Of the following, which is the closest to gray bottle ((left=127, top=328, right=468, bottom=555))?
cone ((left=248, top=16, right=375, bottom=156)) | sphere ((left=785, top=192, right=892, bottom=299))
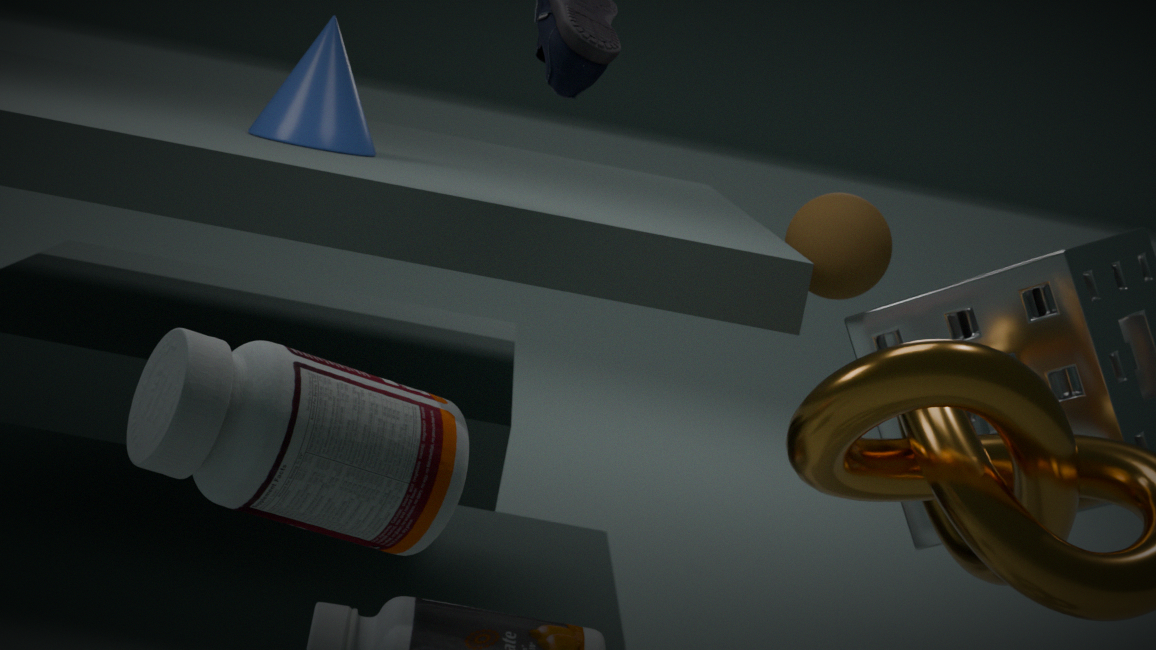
cone ((left=248, top=16, right=375, bottom=156))
